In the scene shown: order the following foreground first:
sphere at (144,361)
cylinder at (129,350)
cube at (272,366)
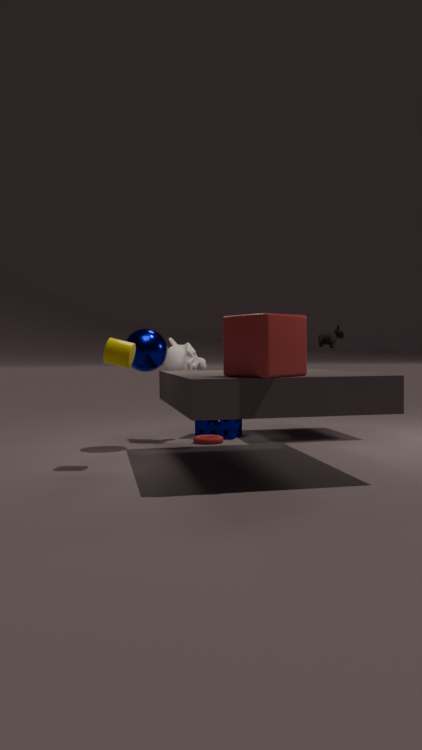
cube at (272,366)
cylinder at (129,350)
sphere at (144,361)
